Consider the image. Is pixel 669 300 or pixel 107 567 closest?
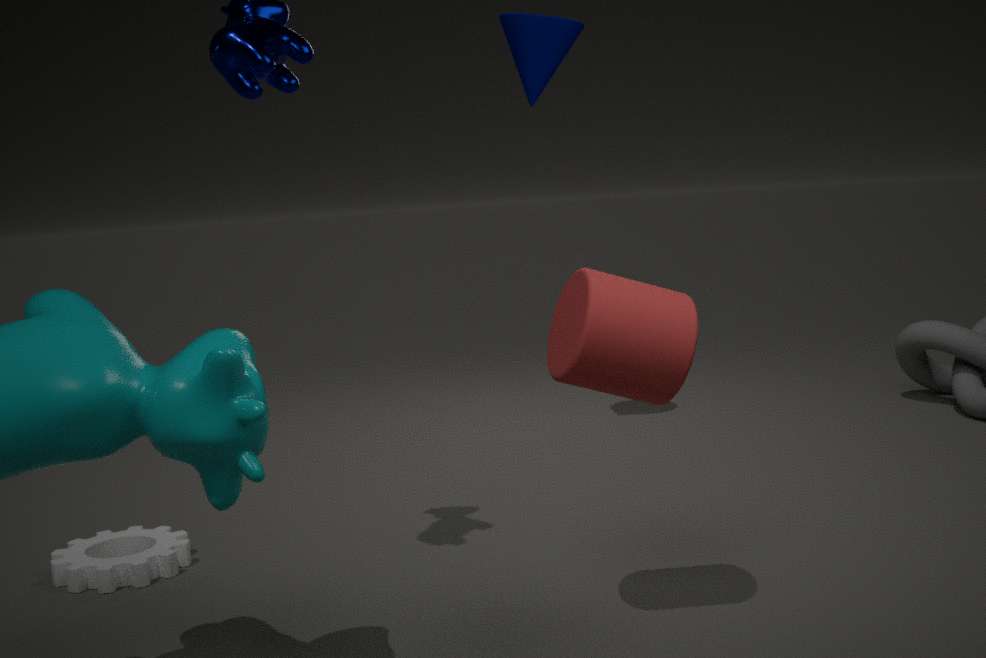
pixel 669 300
